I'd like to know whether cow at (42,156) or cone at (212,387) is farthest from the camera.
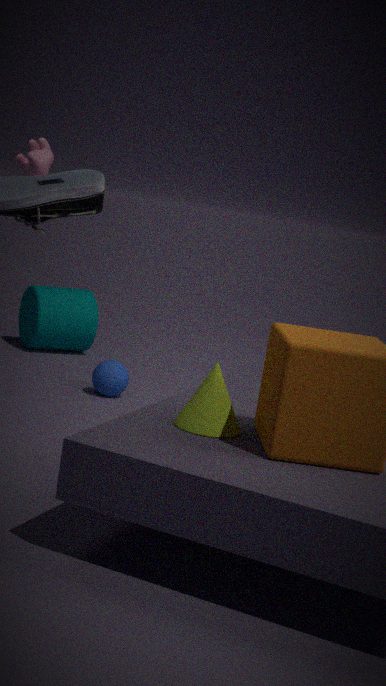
cow at (42,156)
